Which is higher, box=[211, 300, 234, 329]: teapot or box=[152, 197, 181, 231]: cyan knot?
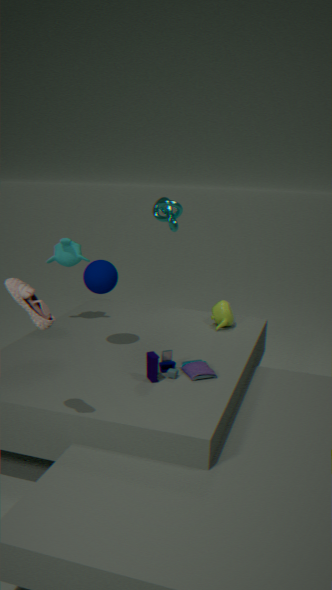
box=[152, 197, 181, 231]: cyan knot
